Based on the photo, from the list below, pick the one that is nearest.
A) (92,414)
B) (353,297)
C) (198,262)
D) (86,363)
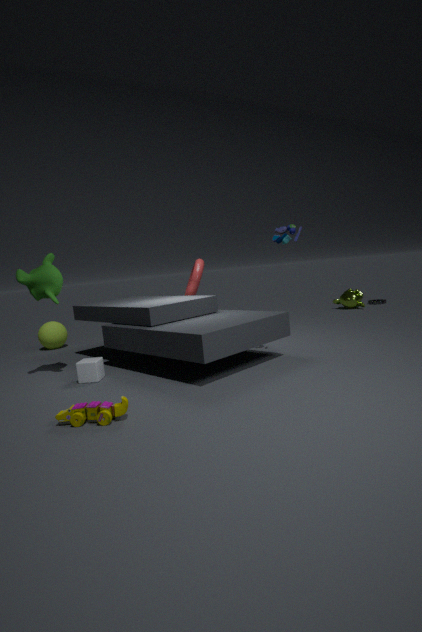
(92,414)
